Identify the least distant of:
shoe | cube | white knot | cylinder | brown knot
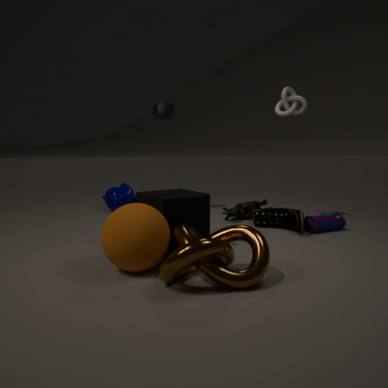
brown knot
